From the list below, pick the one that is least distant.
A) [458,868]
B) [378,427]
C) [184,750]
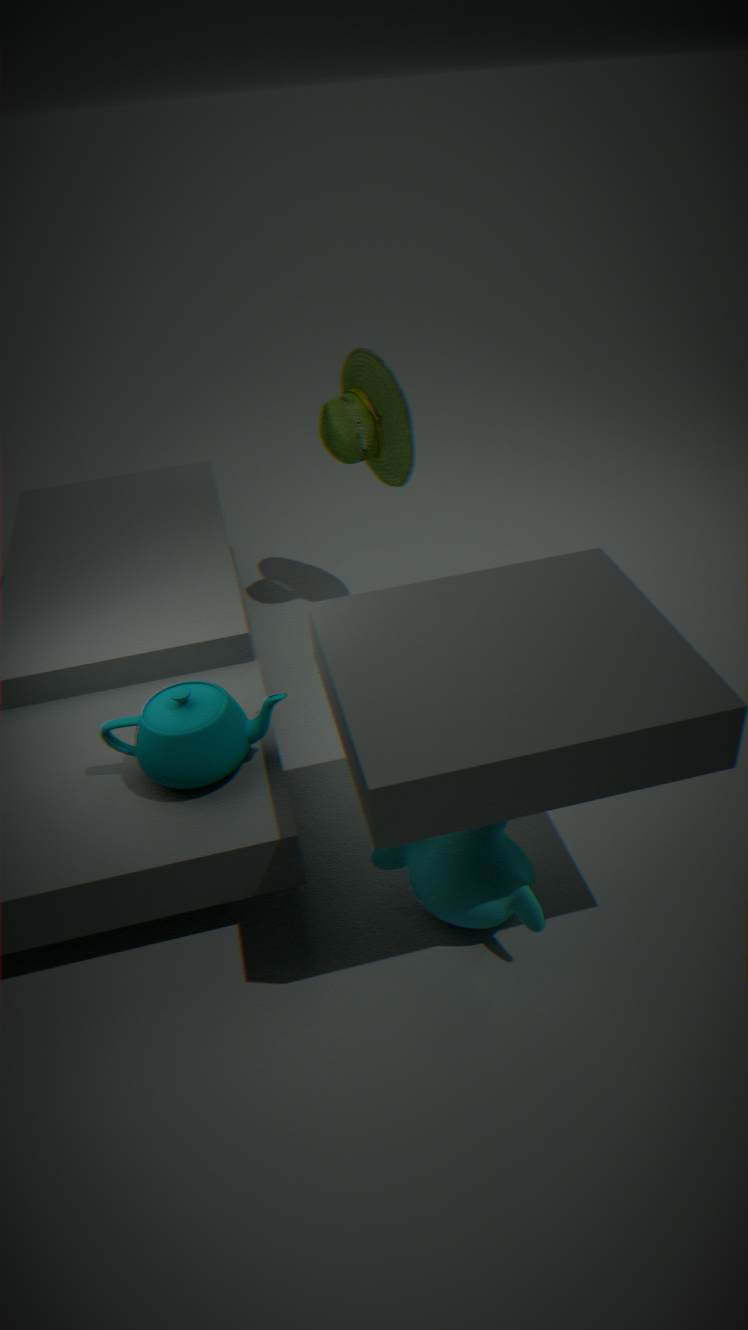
[458,868]
